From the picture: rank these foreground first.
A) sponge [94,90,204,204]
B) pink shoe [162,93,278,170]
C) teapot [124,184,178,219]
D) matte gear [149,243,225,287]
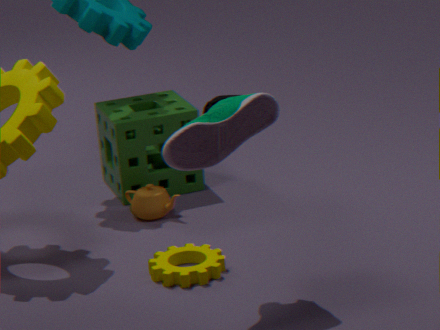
pink shoe [162,93,278,170]
matte gear [149,243,225,287]
teapot [124,184,178,219]
sponge [94,90,204,204]
